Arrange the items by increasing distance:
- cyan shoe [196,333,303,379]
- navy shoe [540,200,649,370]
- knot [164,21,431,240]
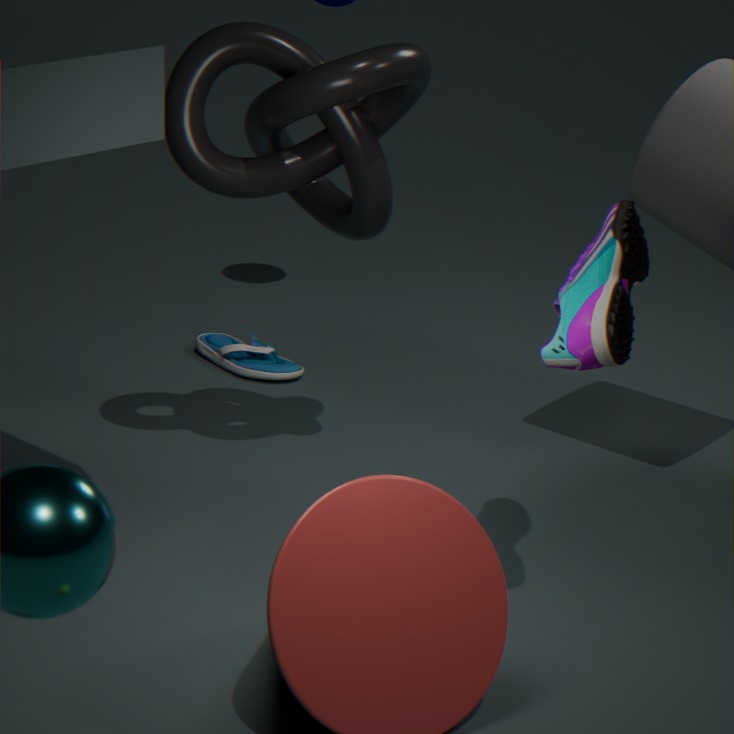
1. navy shoe [540,200,649,370]
2. knot [164,21,431,240]
3. cyan shoe [196,333,303,379]
